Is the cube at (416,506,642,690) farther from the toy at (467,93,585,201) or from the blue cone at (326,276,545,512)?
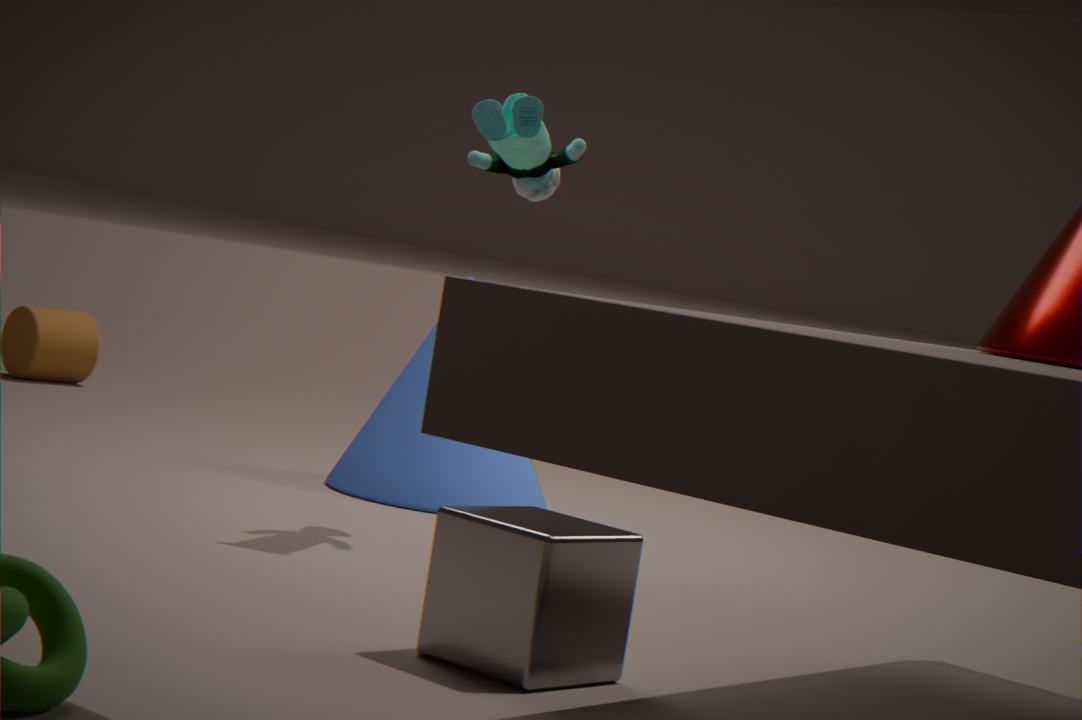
the blue cone at (326,276,545,512)
